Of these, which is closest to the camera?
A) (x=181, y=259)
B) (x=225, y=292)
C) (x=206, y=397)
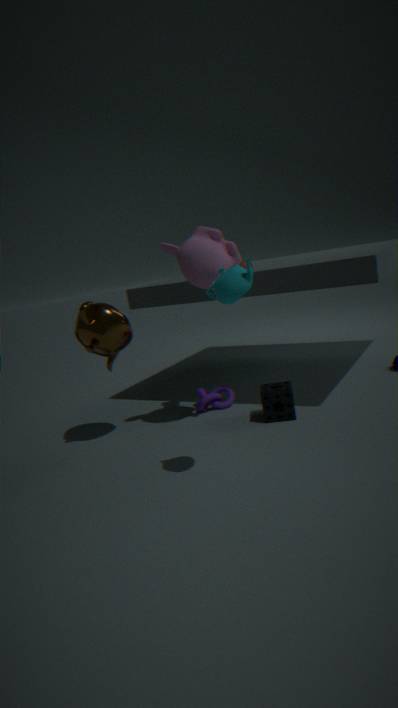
(x=225, y=292)
